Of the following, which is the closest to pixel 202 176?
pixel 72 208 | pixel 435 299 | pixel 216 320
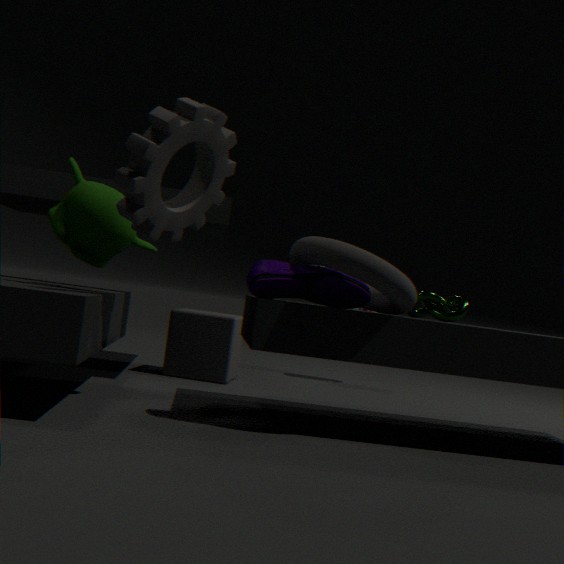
pixel 72 208
